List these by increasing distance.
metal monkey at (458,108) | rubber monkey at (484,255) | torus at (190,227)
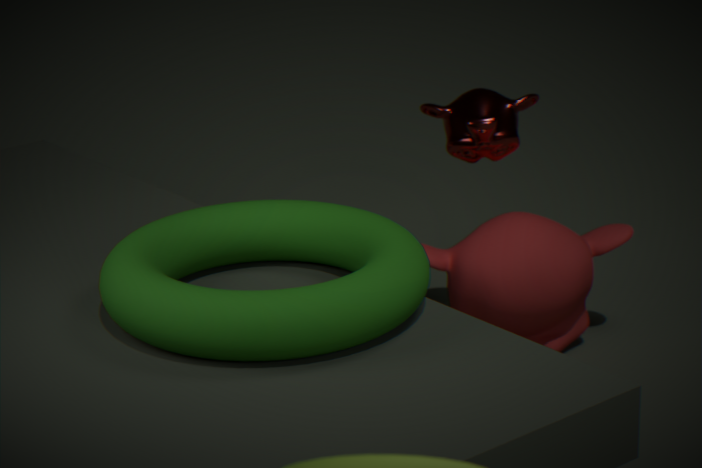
torus at (190,227) < metal monkey at (458,108) < rubber monkey at (484,255)
